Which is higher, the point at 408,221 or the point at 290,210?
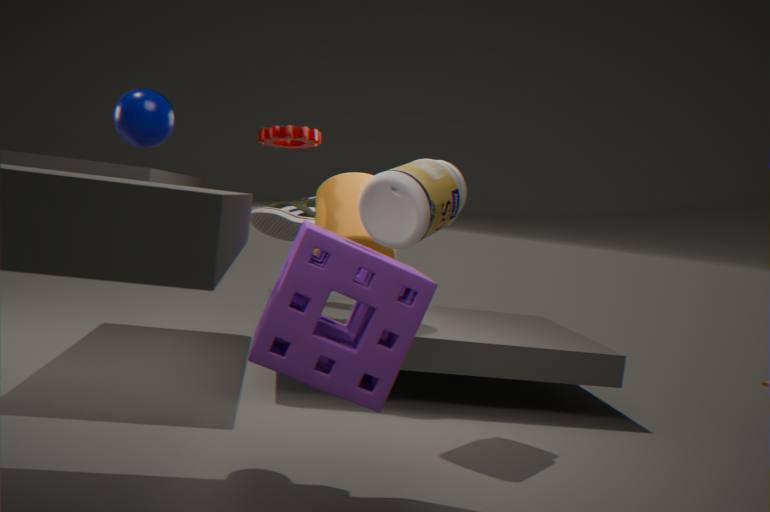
the point at 408,221
